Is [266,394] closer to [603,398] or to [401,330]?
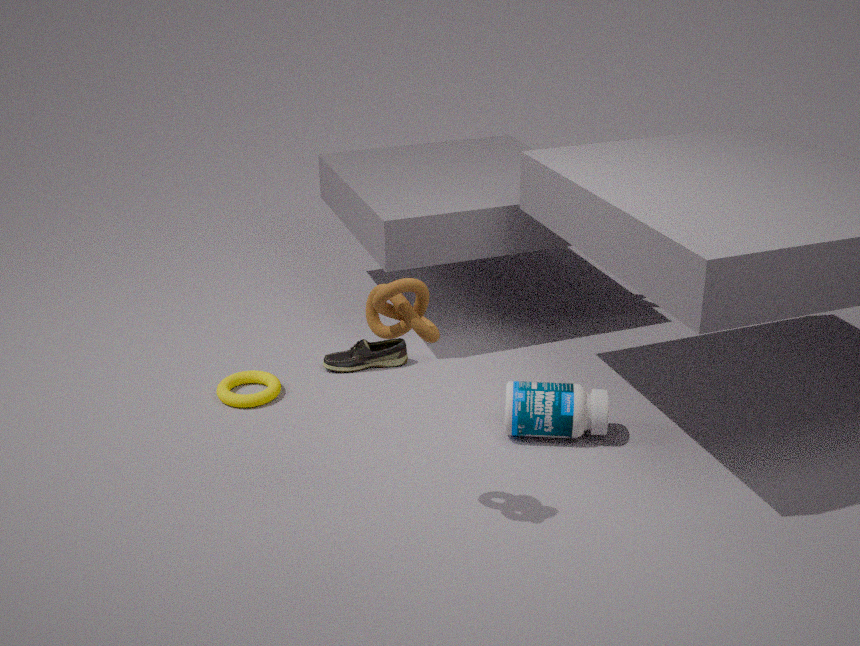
[603,398]
